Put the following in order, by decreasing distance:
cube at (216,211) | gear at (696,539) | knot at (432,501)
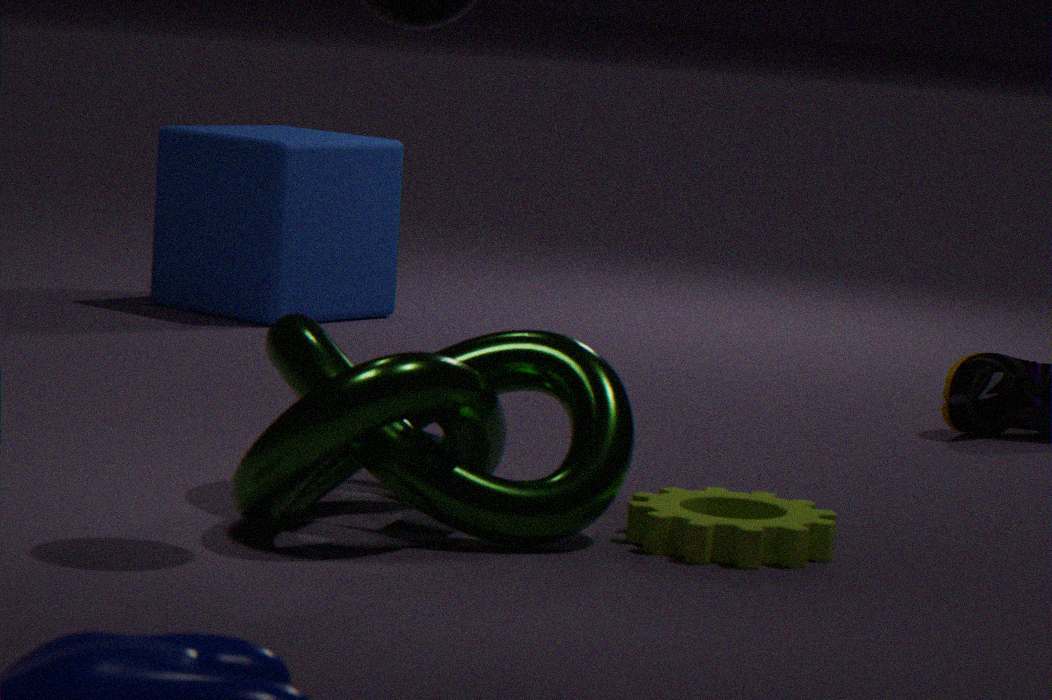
cube at (216,211), gear at (696,539), knot at (432,501)
